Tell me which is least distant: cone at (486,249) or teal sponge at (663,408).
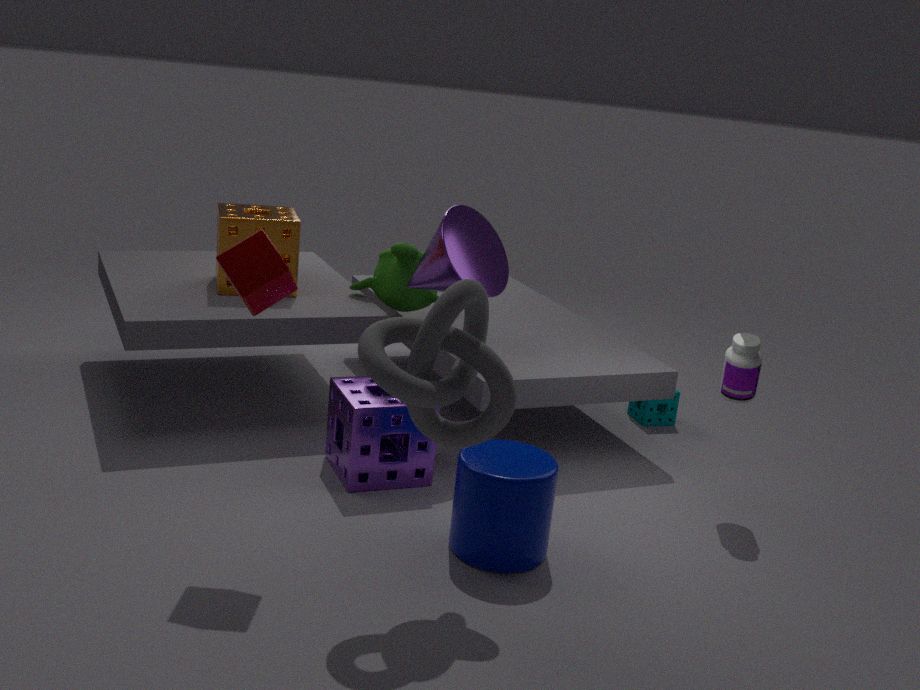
cone at (486,249)
